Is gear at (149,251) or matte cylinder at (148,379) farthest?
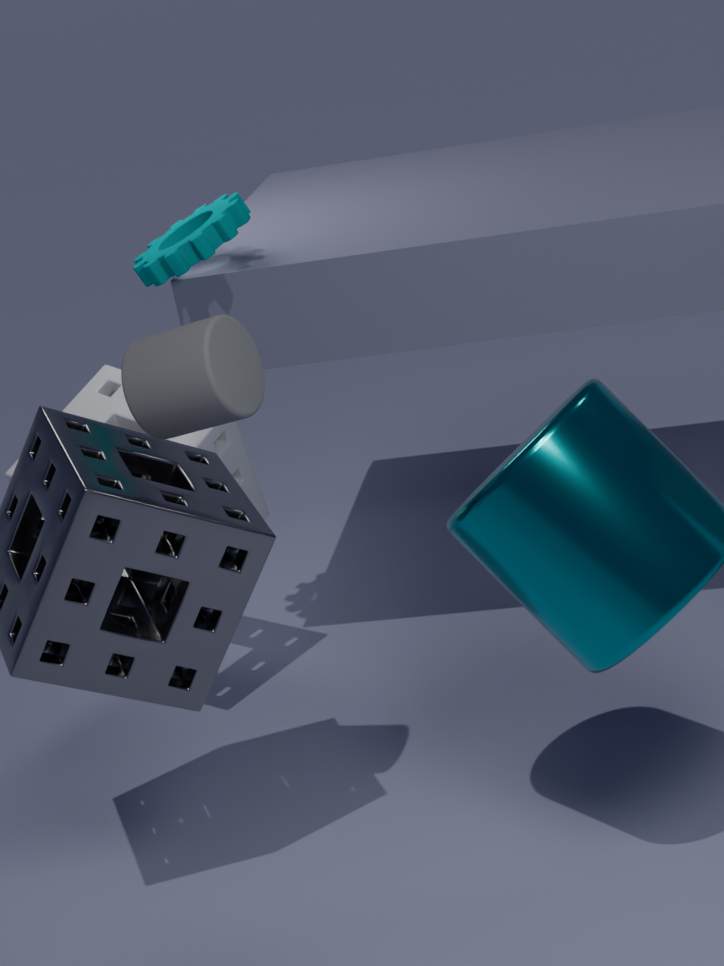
gear at (149,251)
